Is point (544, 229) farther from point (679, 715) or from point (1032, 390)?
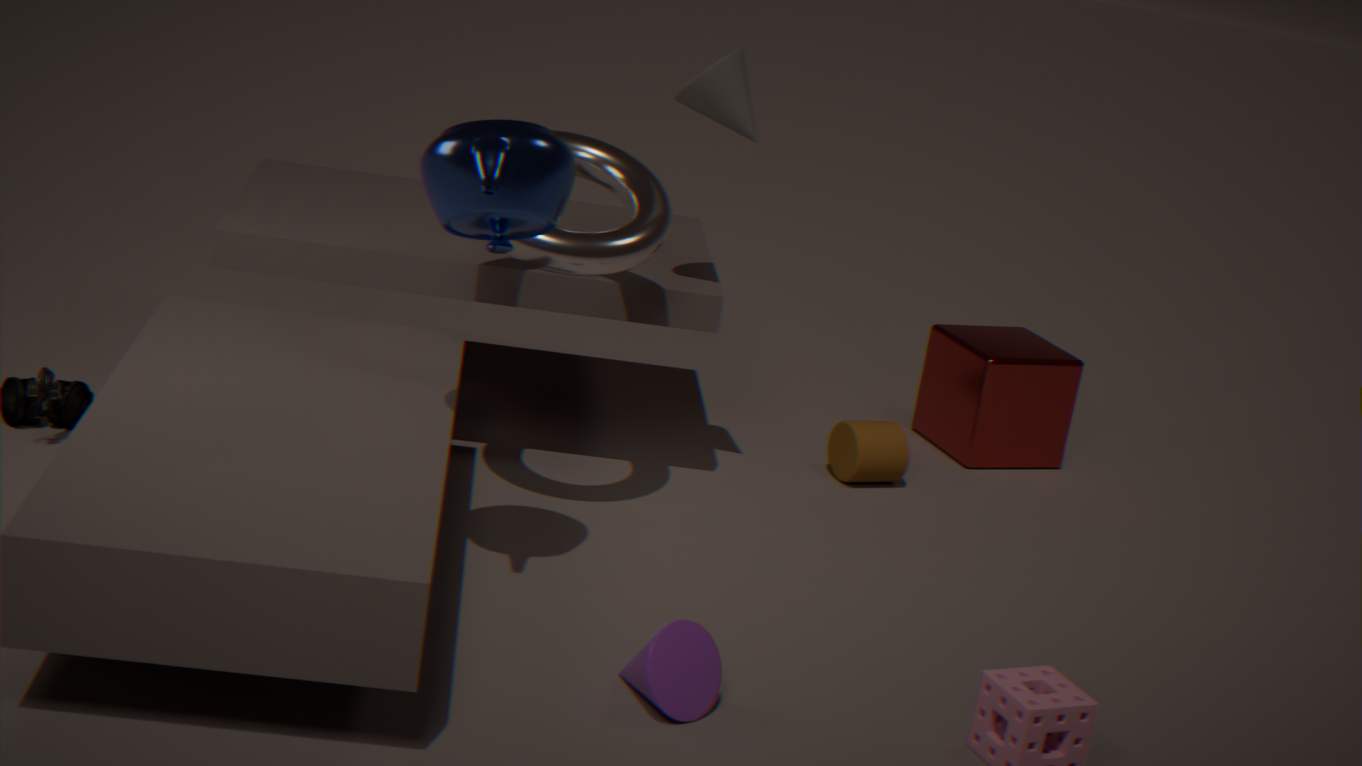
point (1032, 390)
